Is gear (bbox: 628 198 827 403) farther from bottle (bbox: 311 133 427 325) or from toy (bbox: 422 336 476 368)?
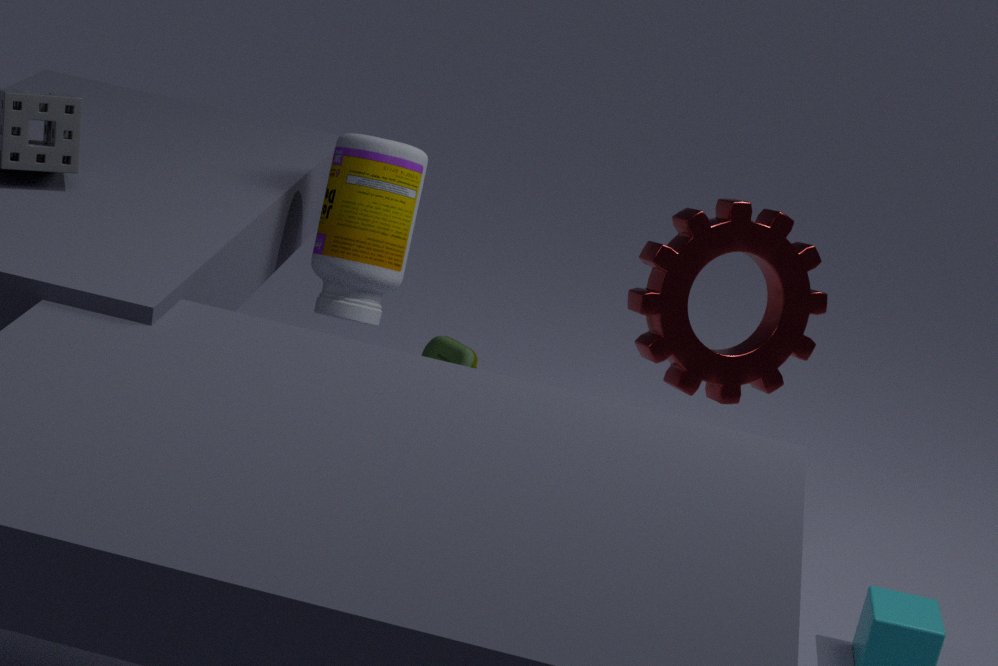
toy (bbox: 422 336 476 368)
